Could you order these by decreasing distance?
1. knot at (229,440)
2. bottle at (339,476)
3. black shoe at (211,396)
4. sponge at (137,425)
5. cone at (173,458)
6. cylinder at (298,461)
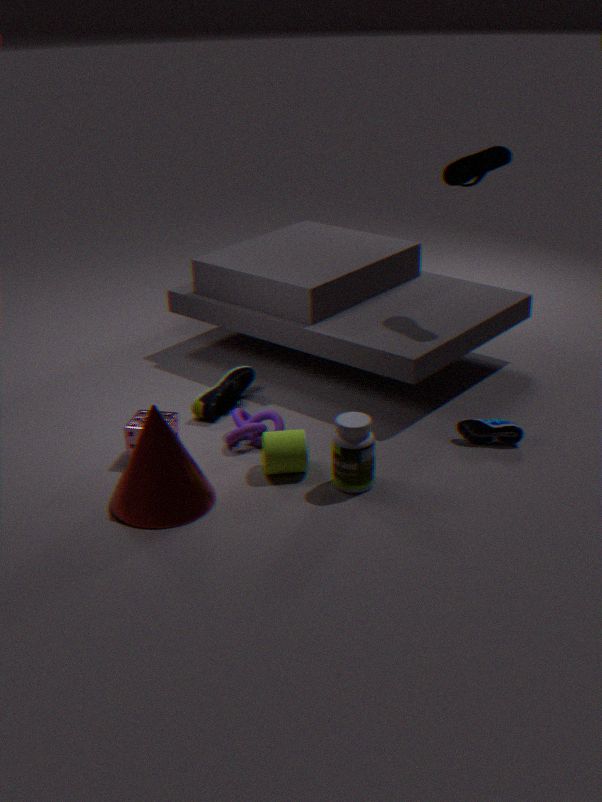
1. black shoe at (211,396)
2. knot at (229,440)
3. sponge at (137,425)
4. cylinder at (298,461)
5. bottle at (339,476)
6. cone at (173,458)
